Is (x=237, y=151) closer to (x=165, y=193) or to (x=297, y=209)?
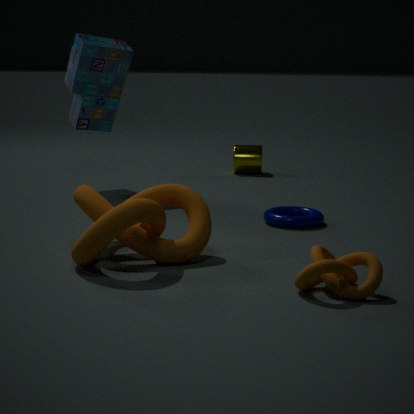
(x=297, y=209)
